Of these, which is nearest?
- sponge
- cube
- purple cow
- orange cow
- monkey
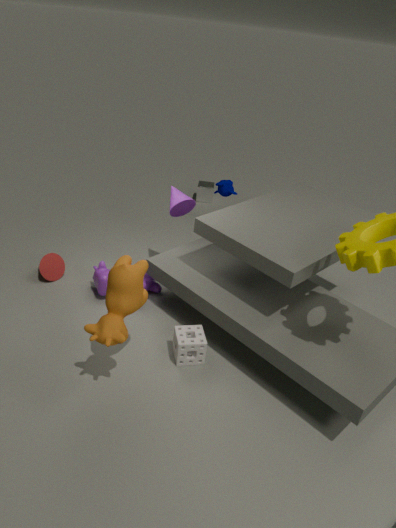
orange cow
